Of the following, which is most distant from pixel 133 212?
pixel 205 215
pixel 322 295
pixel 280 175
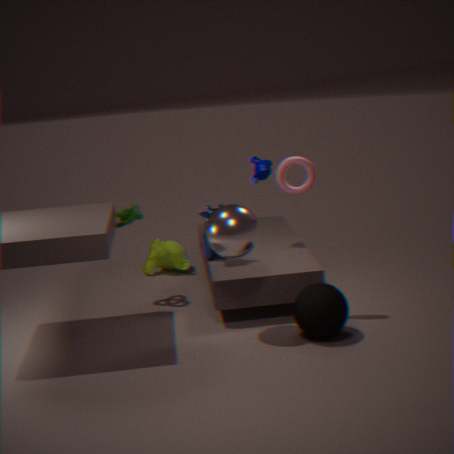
pixel 322 295
